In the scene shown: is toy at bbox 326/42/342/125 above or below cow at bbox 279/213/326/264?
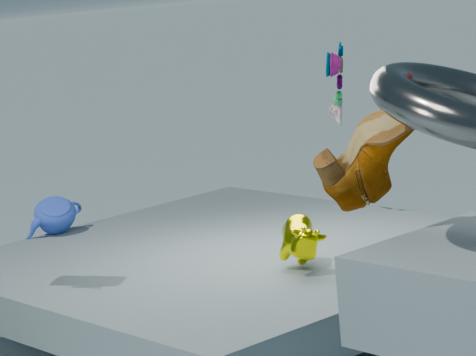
above
